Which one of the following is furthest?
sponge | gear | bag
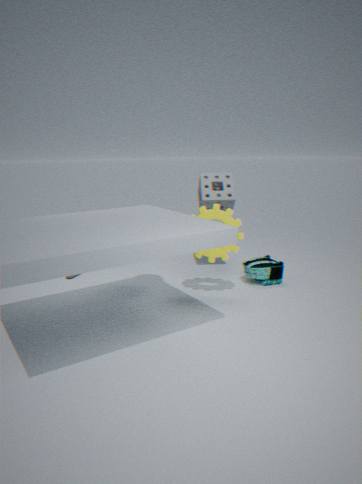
sponge
